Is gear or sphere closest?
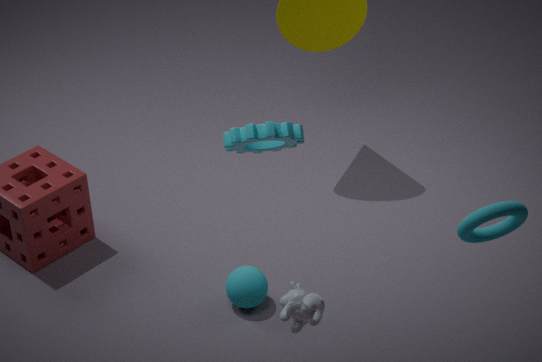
gear
